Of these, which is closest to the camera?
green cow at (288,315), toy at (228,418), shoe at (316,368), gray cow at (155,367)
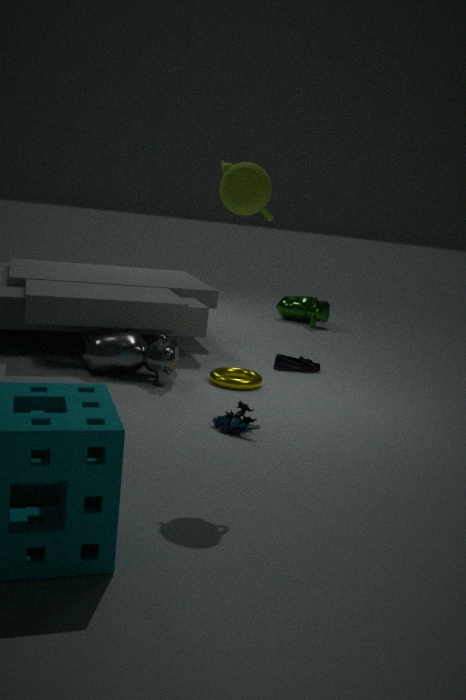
toy at (228,418)
